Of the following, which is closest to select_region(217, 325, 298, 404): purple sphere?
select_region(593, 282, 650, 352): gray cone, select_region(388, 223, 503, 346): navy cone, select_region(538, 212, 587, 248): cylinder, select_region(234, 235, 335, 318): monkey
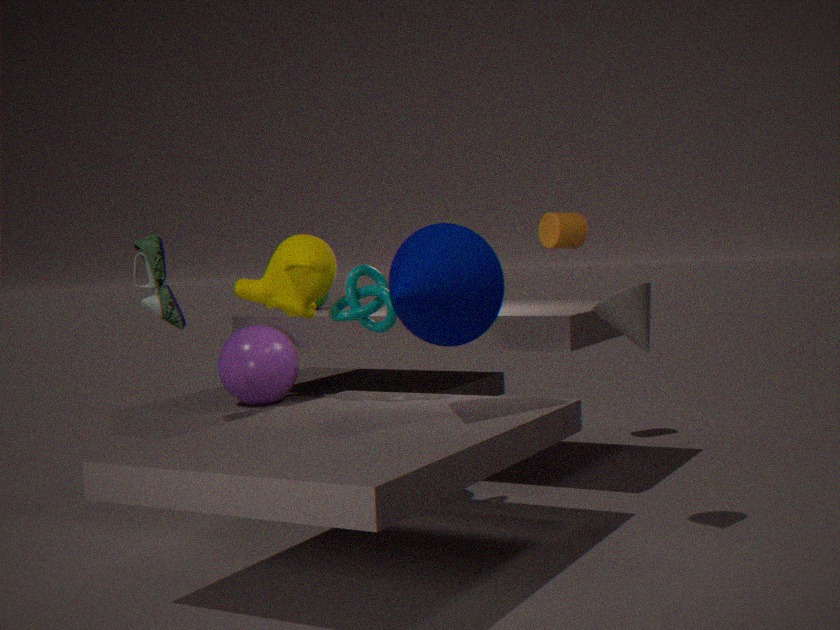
select_region(234, 235, 335, 318): monkey
